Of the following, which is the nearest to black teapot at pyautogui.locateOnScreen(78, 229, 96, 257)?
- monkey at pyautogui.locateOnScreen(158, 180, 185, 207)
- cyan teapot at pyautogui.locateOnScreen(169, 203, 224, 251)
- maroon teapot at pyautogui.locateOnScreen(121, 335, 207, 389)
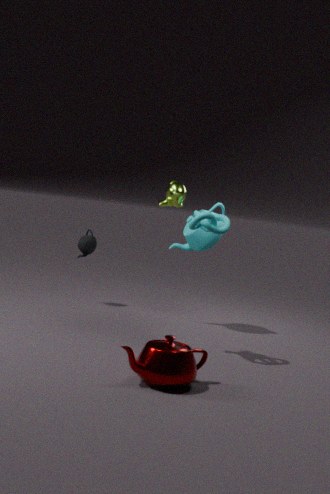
cyan teapot at pyautogui.locateOnScreen(169, 203, 224, 251)
